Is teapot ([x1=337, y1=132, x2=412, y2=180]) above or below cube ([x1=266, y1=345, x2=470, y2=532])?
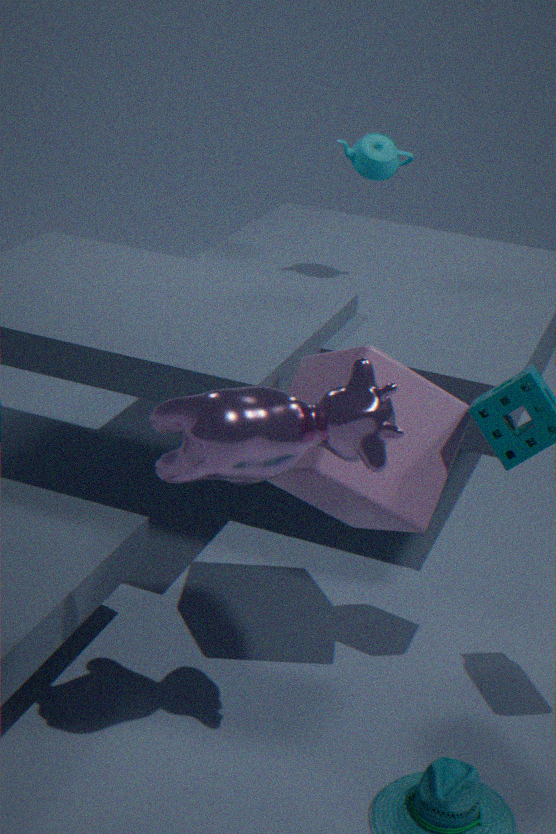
above
